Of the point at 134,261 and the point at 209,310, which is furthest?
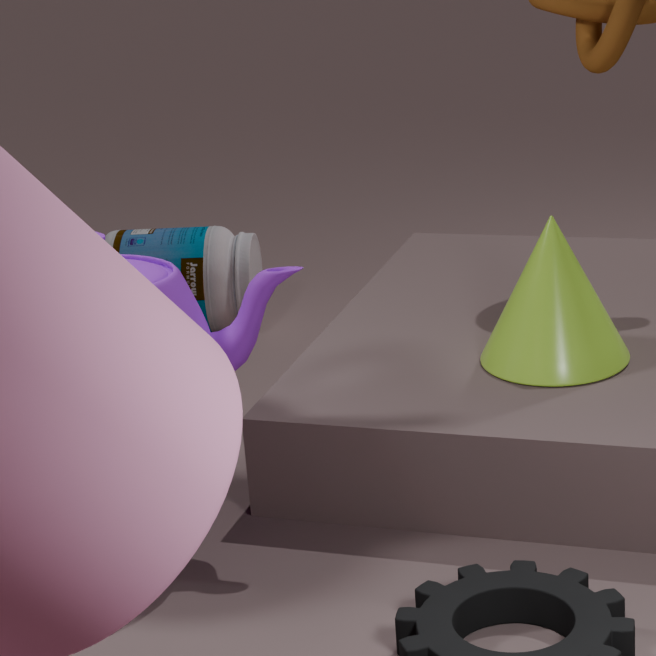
the point at 209,310
